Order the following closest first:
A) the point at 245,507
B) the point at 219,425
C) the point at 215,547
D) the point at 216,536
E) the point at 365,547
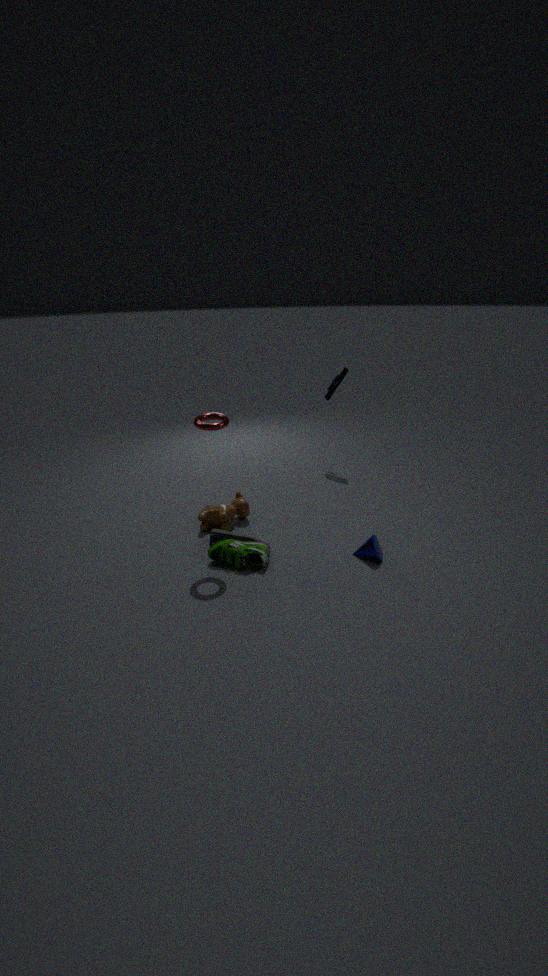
the point at 219,425 < the point at 215,547 < the point at 365,547 < the point at 216,536 < the point at 245,507
